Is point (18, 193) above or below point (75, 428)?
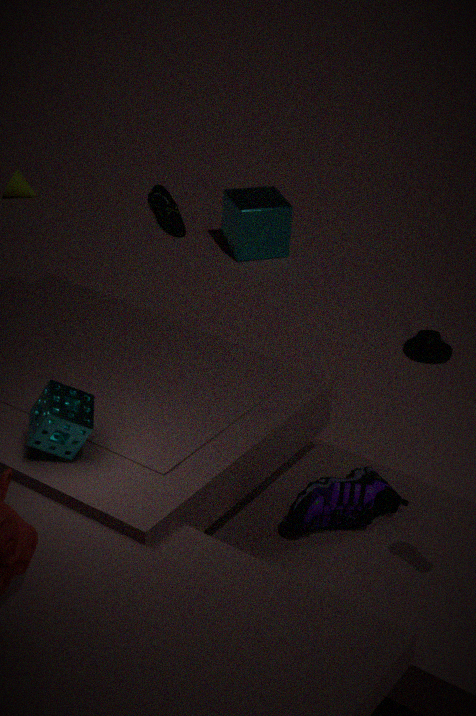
below
